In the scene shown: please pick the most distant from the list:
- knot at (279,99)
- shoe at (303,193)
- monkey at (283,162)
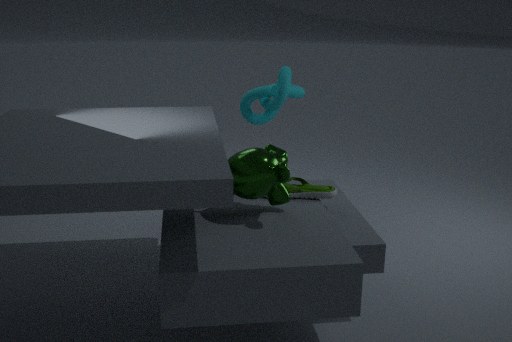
knot at (279,99)
